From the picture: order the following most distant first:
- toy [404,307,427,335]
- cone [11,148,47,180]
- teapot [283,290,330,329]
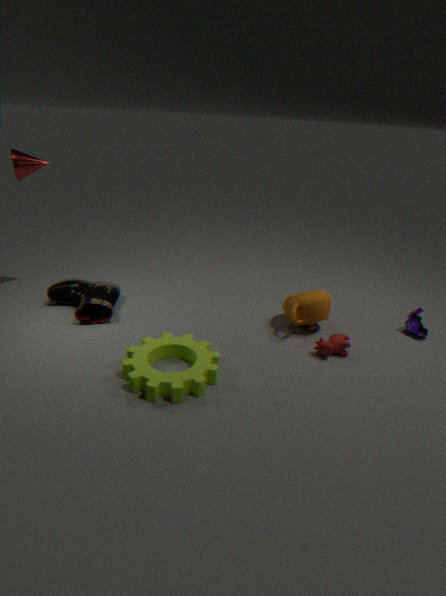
toy [404,307,427,335] → cone [11,148,47,180] → teapot [283,290,330,329]
